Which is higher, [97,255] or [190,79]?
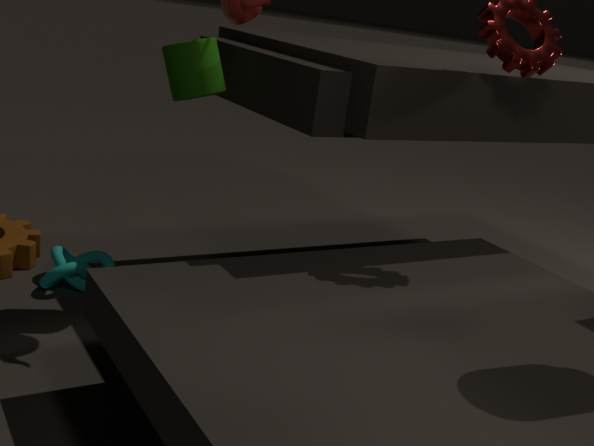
[190,79]
